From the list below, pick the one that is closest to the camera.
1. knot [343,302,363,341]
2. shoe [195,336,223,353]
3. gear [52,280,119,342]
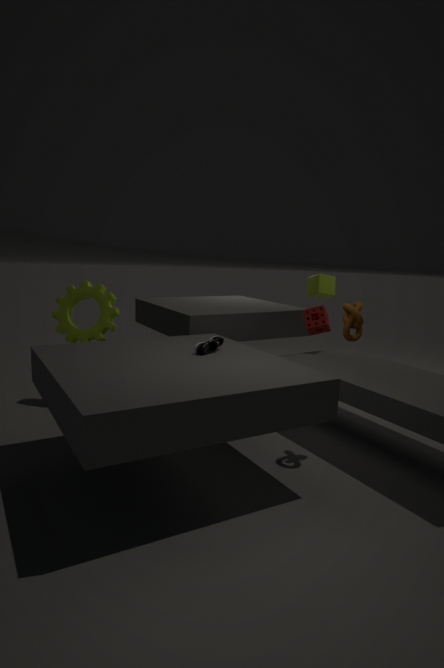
knot [343,302,363,341]
